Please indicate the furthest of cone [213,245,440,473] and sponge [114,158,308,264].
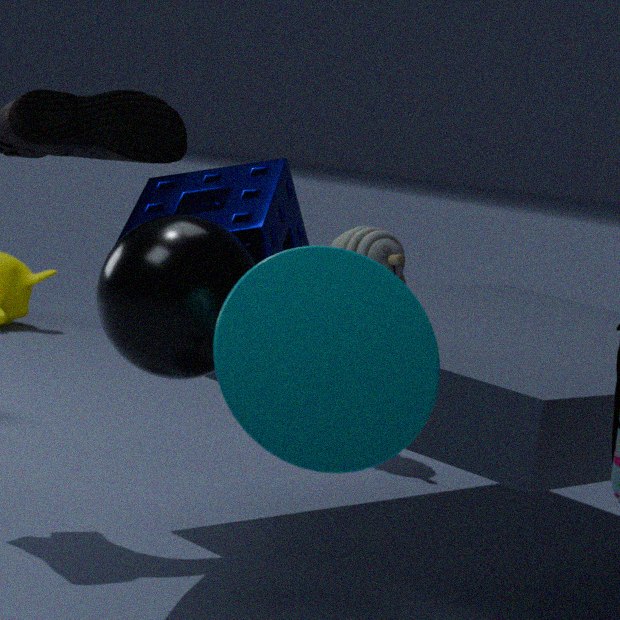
sponge [114,158,308,264]
